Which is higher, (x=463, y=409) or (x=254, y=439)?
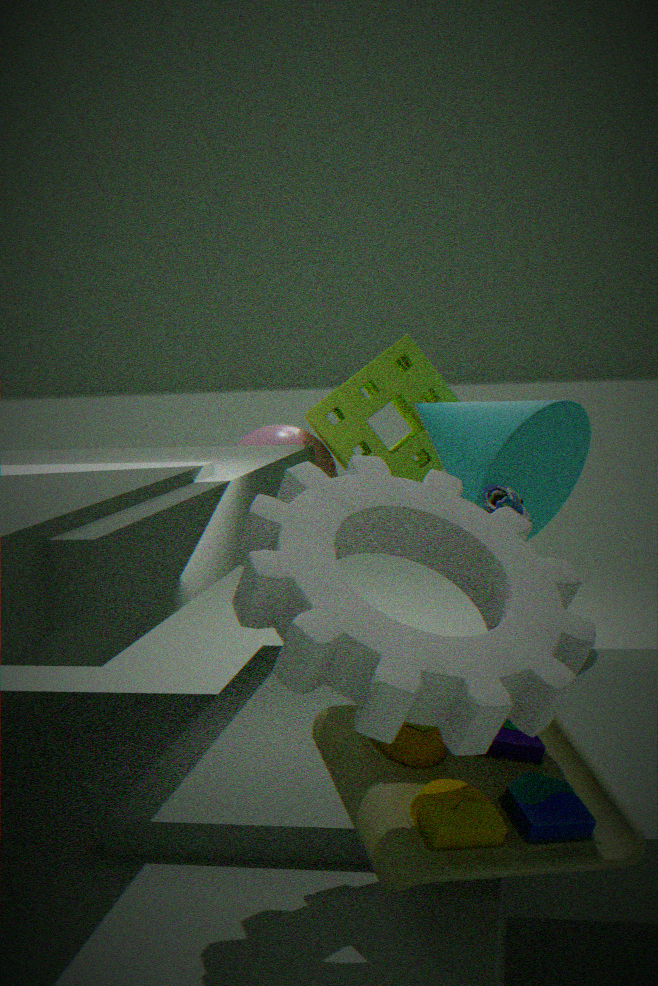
(x=463, y=409)
